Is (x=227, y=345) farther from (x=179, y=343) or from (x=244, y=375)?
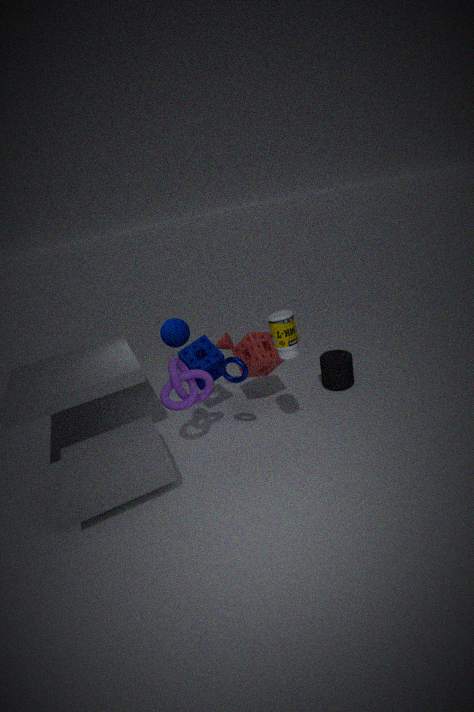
(x=244, y=375)
